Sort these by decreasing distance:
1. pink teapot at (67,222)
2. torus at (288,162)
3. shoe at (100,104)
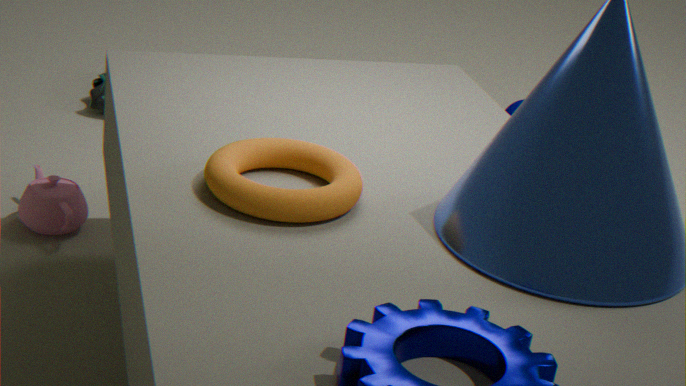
1. shoe at (100,104)
2. pink teapot at (67,222)
3. torus at (288,162)
